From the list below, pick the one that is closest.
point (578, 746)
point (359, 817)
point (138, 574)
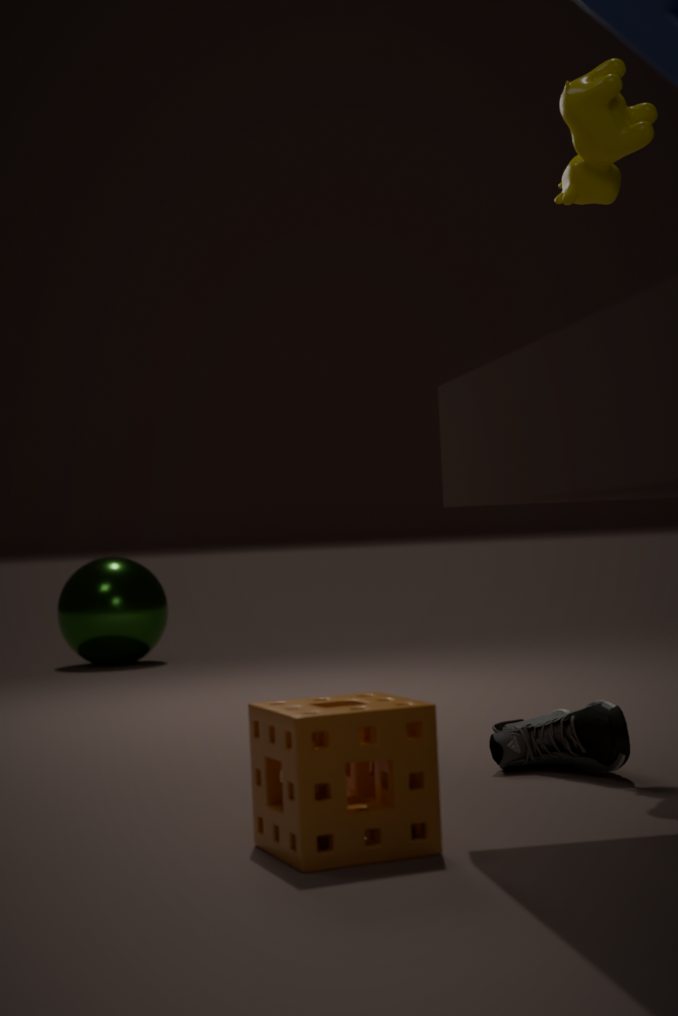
point (359, 817)
